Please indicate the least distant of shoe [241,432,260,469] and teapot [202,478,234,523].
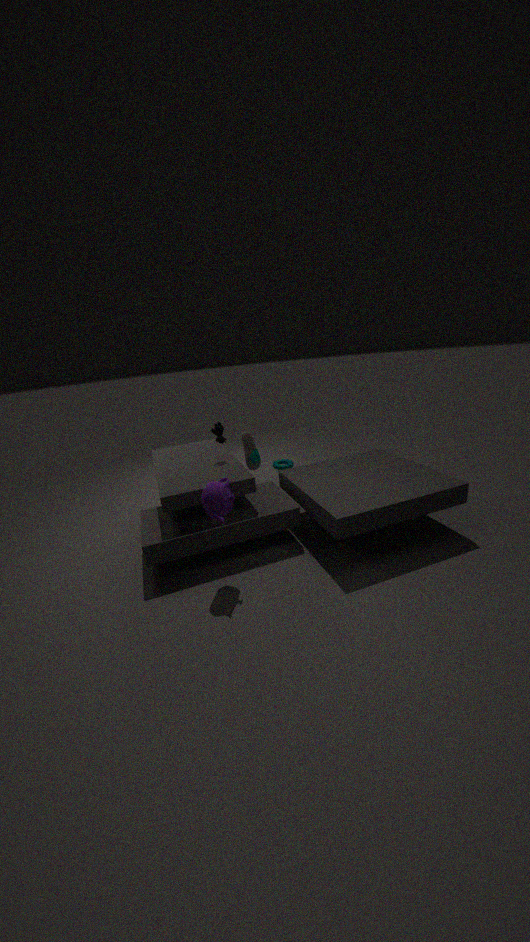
teapot [202,478,234,523]
